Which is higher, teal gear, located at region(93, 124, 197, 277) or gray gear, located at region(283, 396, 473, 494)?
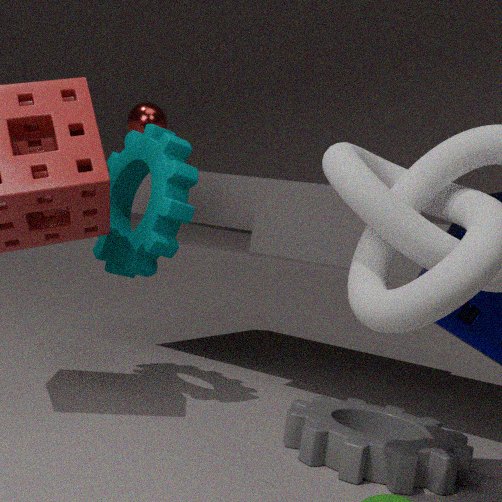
teal gear, located at region(93, 124, 197, 277)
